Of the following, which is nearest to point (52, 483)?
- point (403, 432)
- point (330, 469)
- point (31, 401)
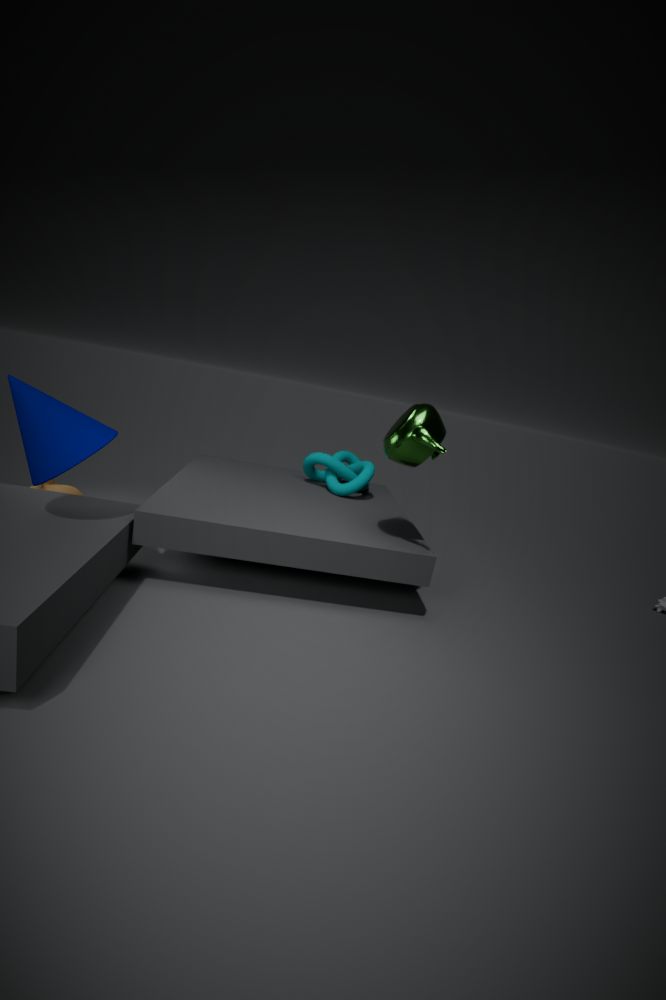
point (31, 401)
